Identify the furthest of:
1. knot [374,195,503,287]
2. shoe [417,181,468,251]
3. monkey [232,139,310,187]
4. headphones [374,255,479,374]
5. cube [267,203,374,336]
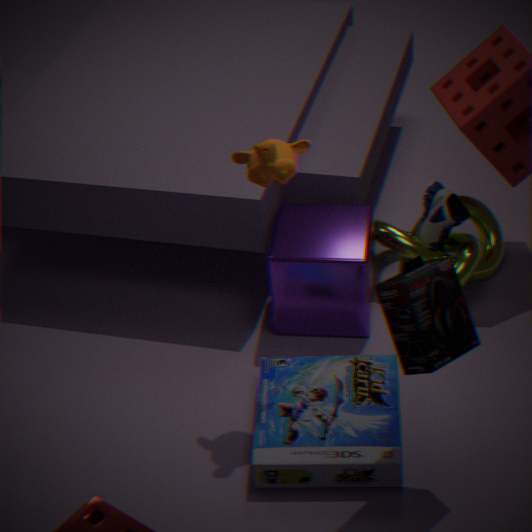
shoe [417,181,468,251]
